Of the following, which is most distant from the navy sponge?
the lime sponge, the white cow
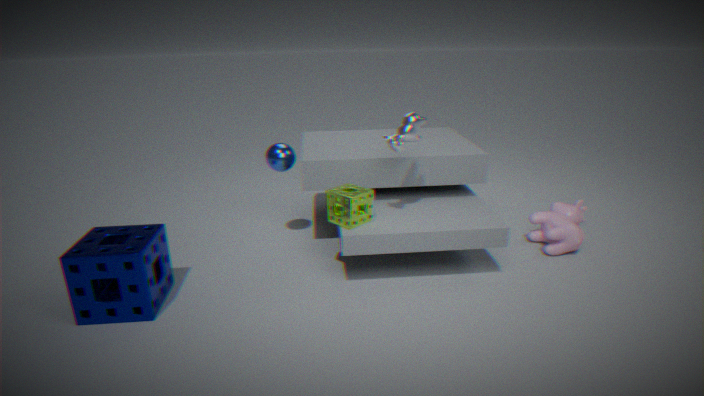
the white cow
